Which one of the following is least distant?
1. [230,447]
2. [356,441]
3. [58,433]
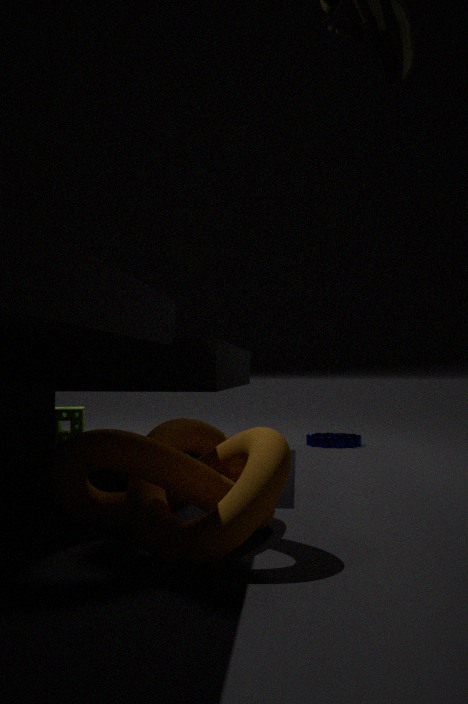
[230,447]
